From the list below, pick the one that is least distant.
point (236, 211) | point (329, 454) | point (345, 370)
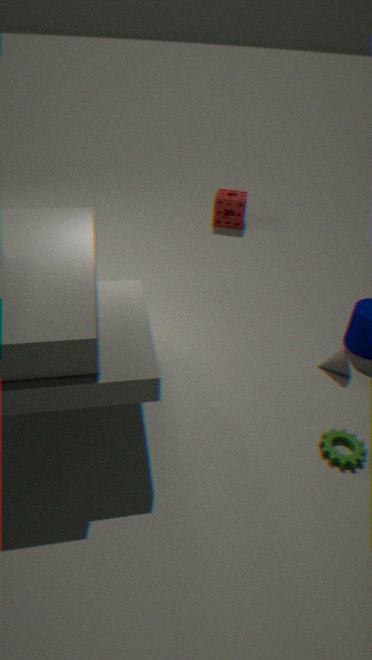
point (329, 454)
